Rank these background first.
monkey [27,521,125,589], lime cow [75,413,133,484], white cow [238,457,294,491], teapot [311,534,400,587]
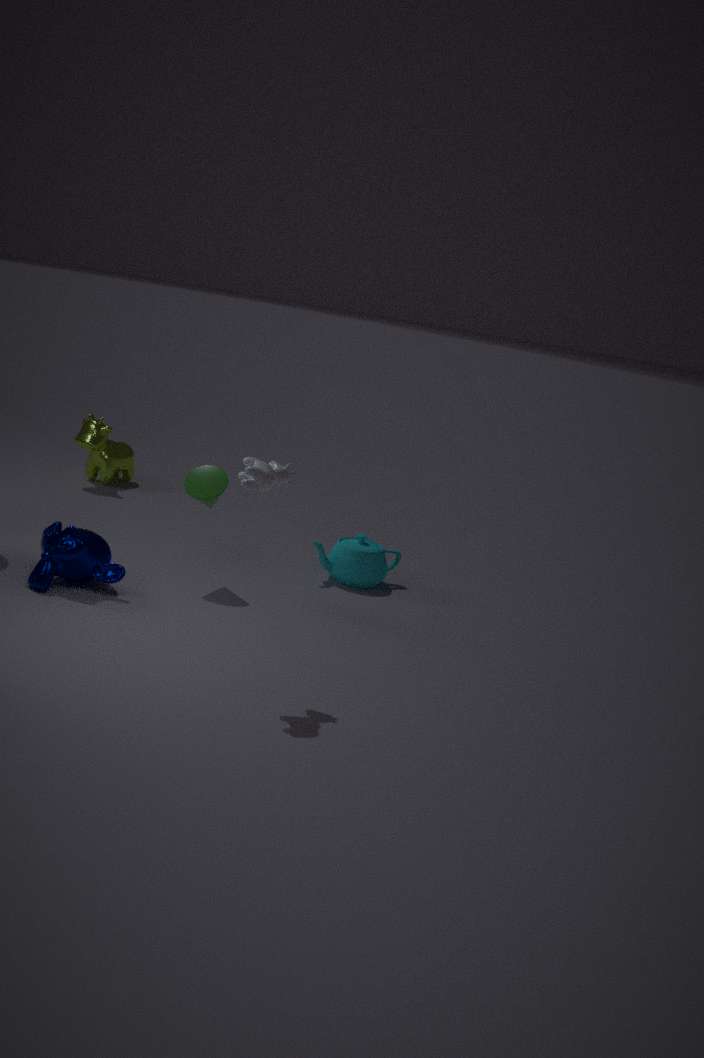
lime cow [75,413,133,484], teapot [311,534,400,587], monkey [27,521,125,589], white cow [238,457,294,491]
